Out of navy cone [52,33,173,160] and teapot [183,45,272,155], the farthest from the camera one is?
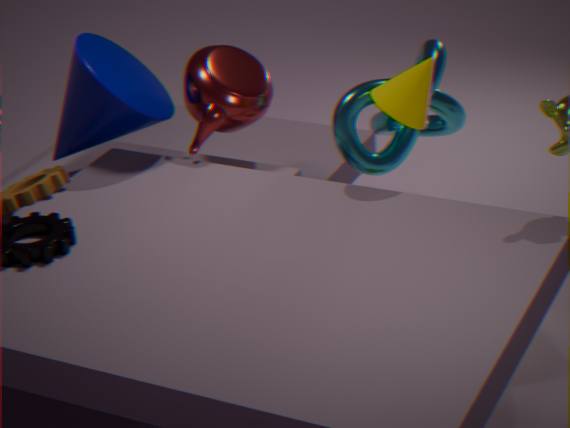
teapot [183,45,272,155]
